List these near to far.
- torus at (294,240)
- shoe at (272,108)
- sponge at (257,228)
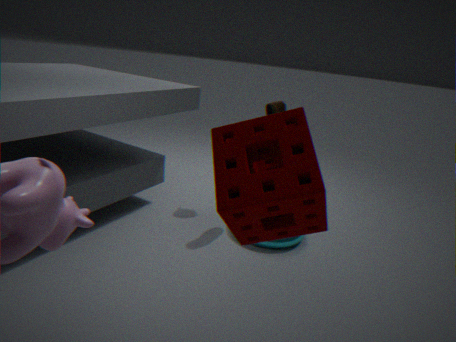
sponge at (257,228), shoe at (272,108), torus at (294,240)
